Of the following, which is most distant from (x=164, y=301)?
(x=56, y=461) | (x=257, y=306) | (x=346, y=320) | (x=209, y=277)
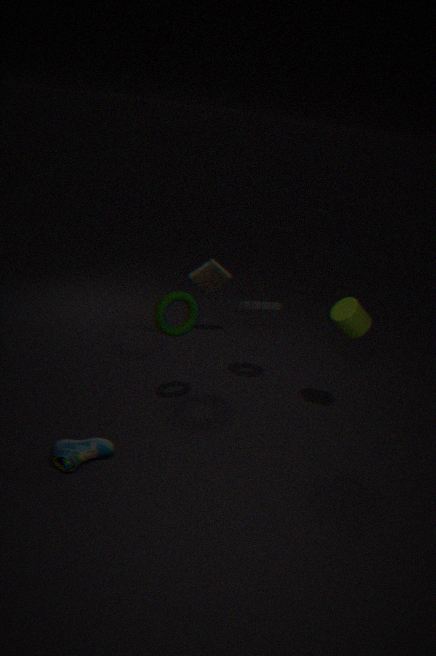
(x=209, y=277)
